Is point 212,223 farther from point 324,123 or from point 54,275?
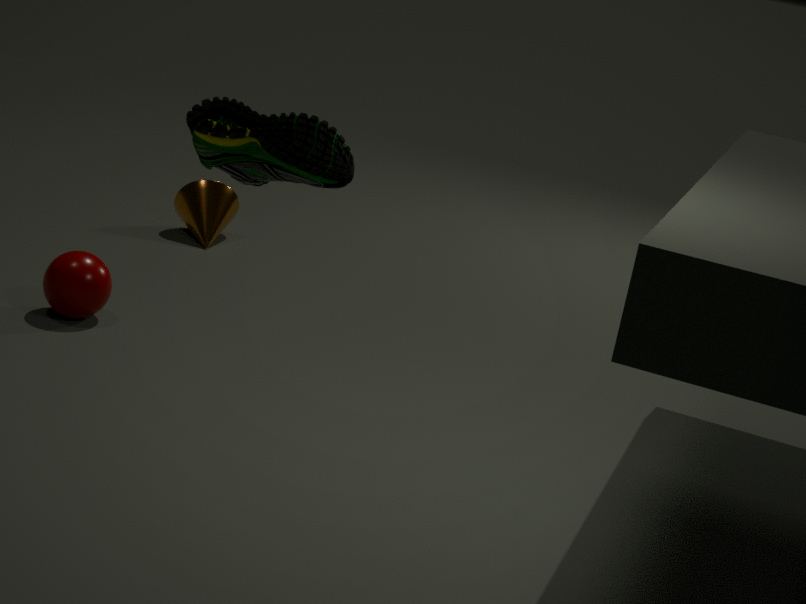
point 324,123
